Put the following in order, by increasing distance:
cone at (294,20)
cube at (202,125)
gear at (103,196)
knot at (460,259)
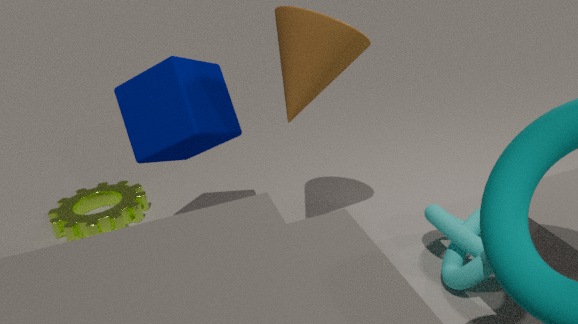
knot at (460,259) < cone at (294,20) < cube at (202,125) < gear at (103,196)
